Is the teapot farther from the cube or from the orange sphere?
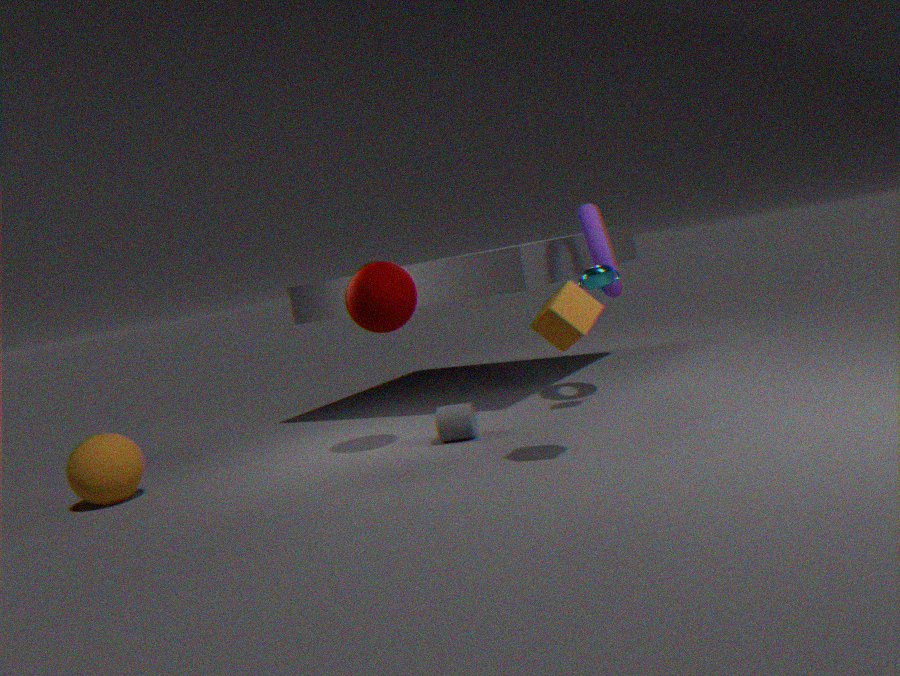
the orange sphere
